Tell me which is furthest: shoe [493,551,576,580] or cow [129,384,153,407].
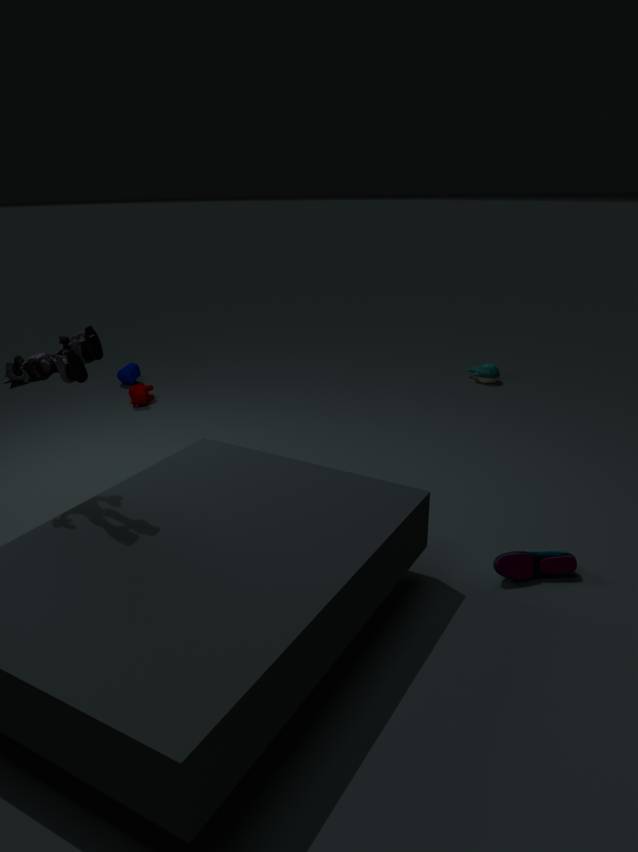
cow [129,384,153,407]
